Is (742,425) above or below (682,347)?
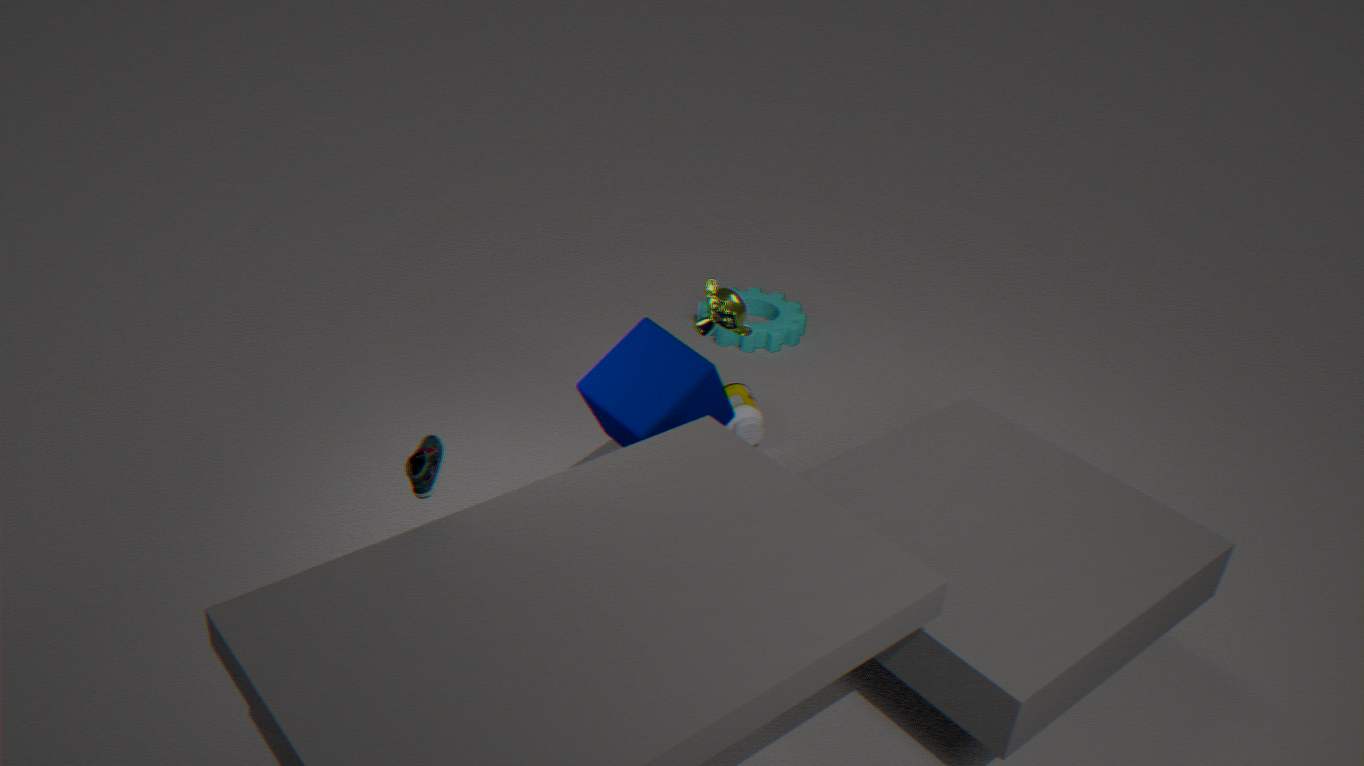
below
